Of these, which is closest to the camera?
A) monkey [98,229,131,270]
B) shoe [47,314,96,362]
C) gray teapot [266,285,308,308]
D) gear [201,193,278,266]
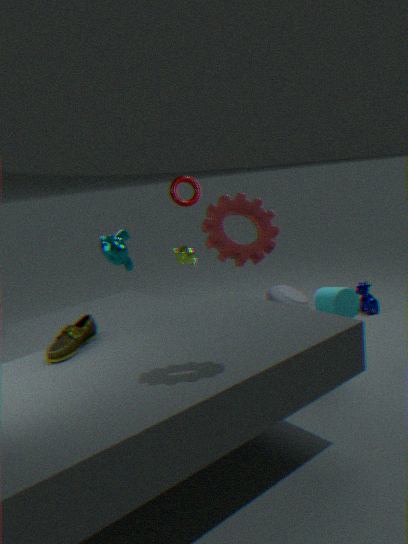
gear [201,193,278,266]
